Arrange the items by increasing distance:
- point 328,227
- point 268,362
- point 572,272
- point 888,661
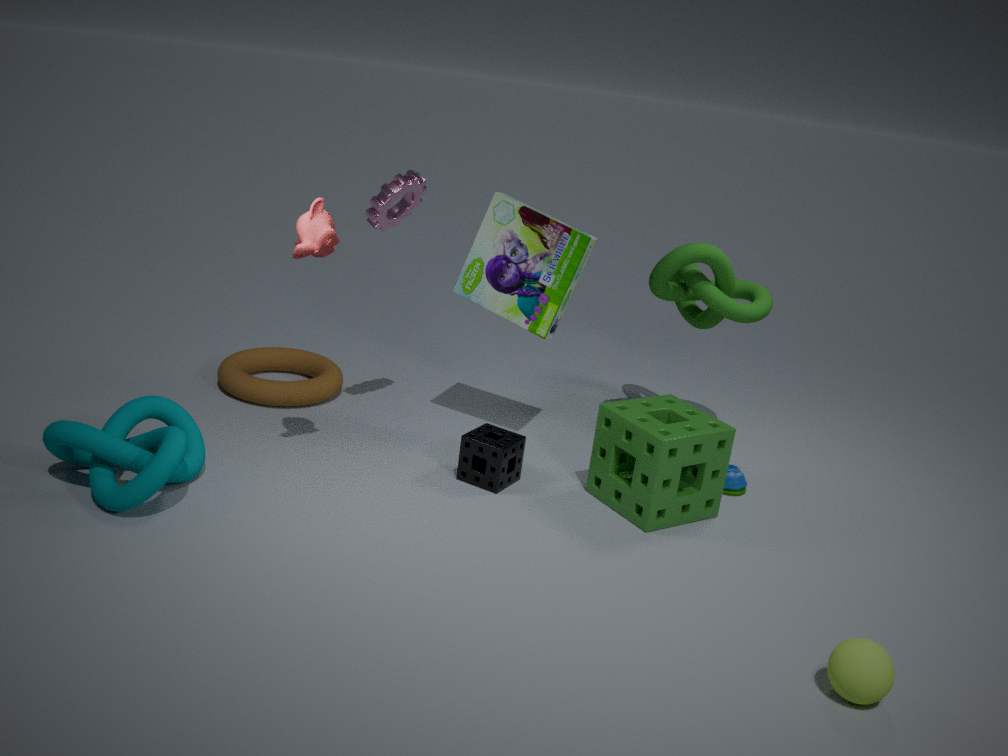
1. point 888,661
2. point 328,227
3. point 572,272
4. point 268,362
